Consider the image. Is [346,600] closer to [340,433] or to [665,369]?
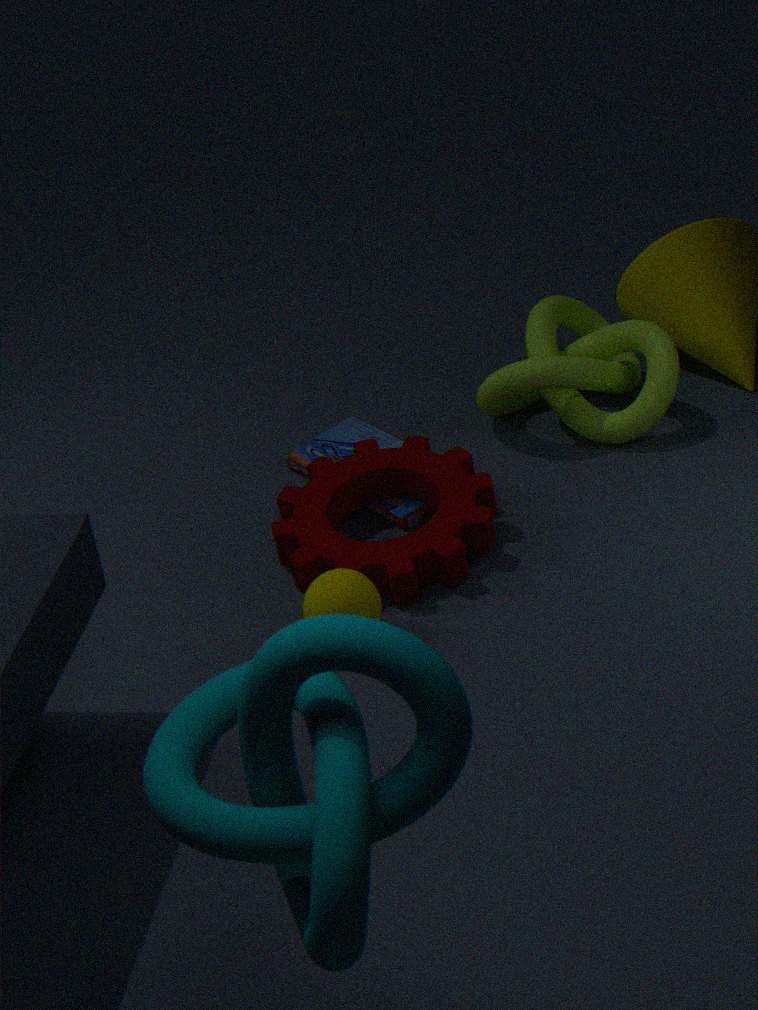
[340,433]
